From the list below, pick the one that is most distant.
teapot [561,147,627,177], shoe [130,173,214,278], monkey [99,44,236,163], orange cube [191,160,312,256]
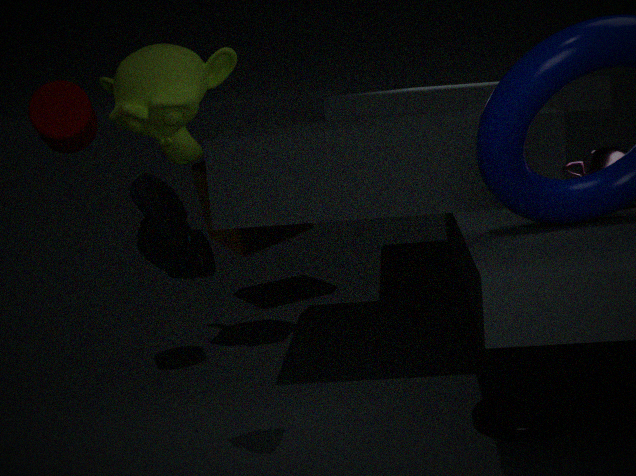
orange cube [191,160,312,256]
